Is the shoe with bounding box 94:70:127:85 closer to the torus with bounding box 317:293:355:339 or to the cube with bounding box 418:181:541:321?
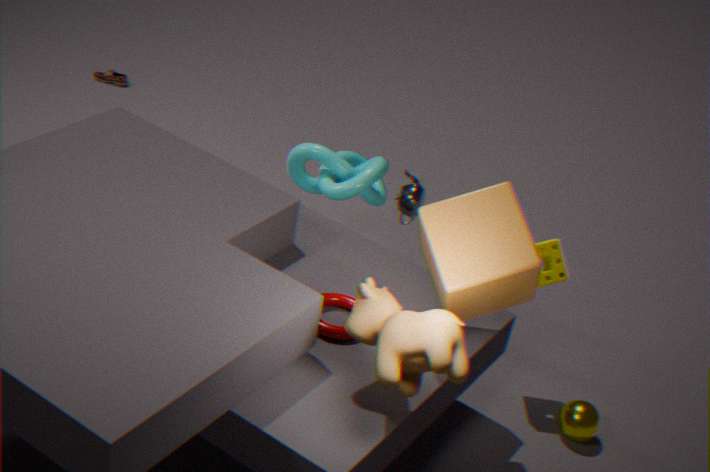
the torus with bounding box 317:293:355:339
